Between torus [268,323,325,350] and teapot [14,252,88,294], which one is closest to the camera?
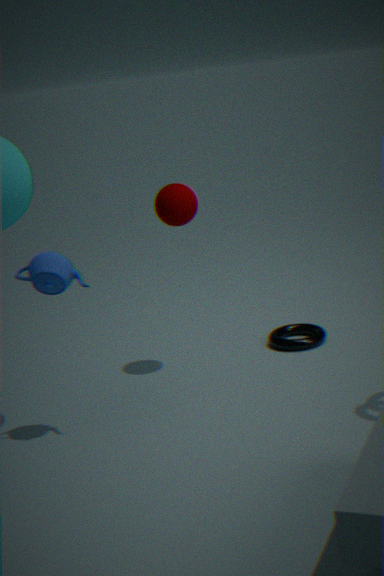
teapot [14,252,88,294]
